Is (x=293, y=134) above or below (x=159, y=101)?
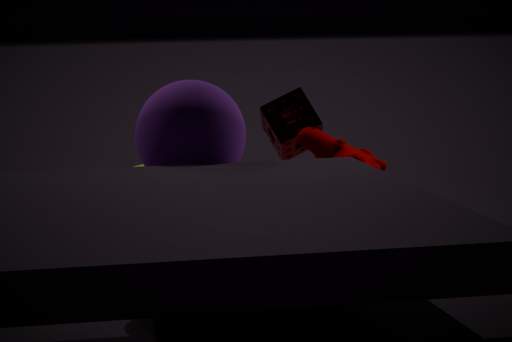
below
